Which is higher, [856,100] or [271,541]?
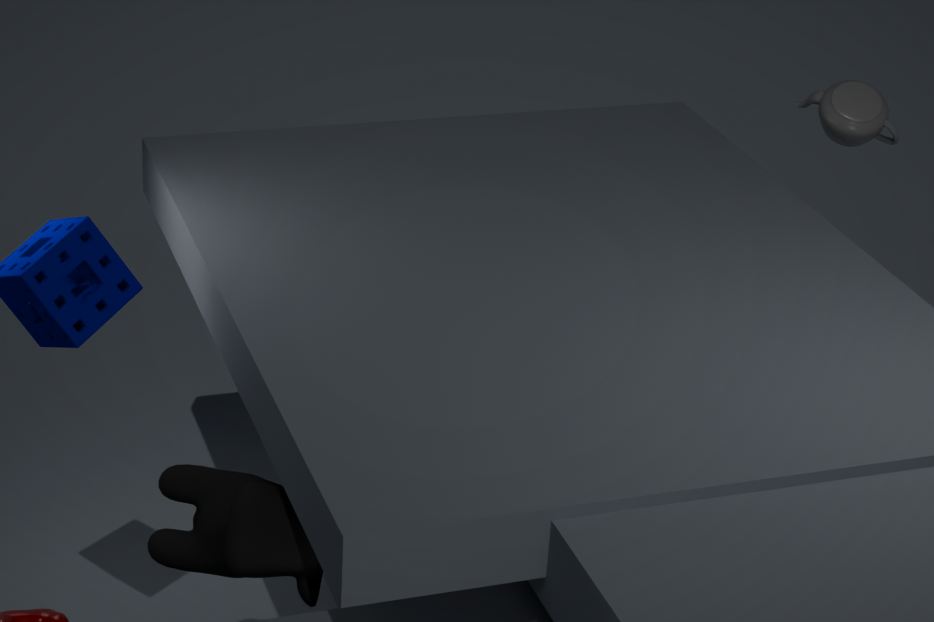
[856,100]
